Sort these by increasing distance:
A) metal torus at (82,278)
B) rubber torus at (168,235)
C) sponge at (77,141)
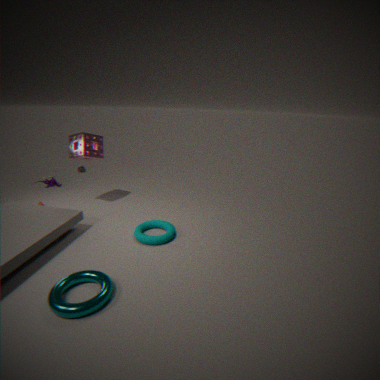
metal torus at (82,278) → rubber torus at (168,235) → sponge at (77,141)
